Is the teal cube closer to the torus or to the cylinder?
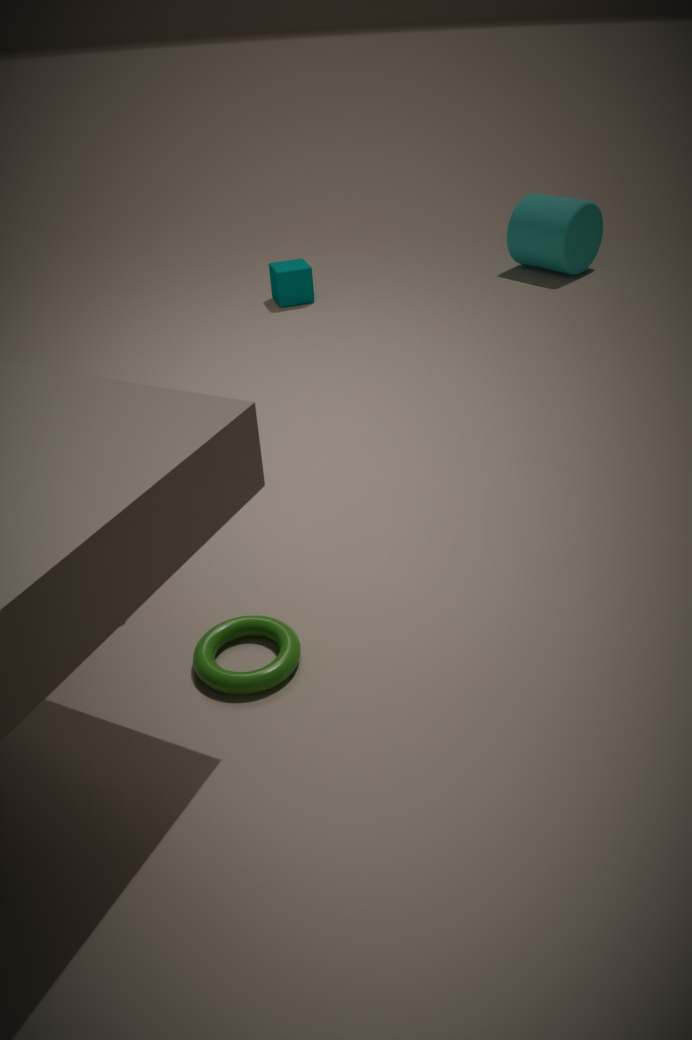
the cylinder
